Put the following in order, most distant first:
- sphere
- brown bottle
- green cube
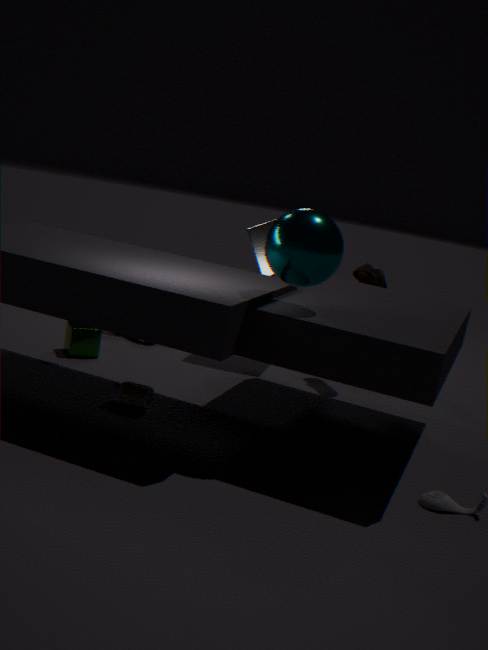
1. green cube
2. brown bottle
3. sphere
